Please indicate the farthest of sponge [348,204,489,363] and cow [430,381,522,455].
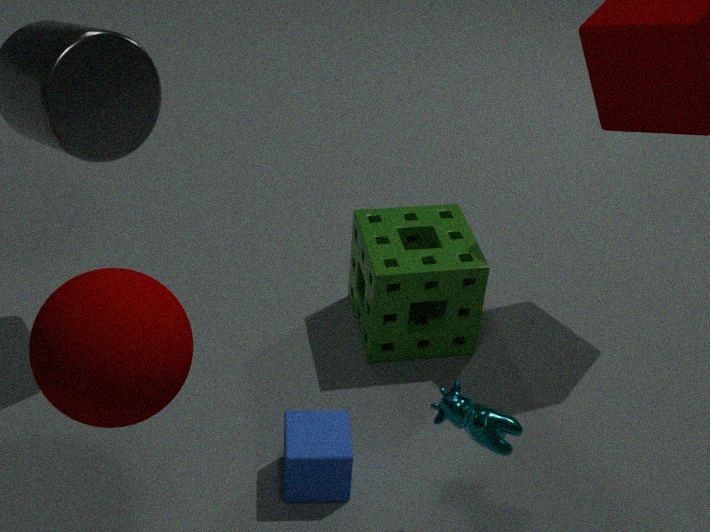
sponge [348,204,489,363]
